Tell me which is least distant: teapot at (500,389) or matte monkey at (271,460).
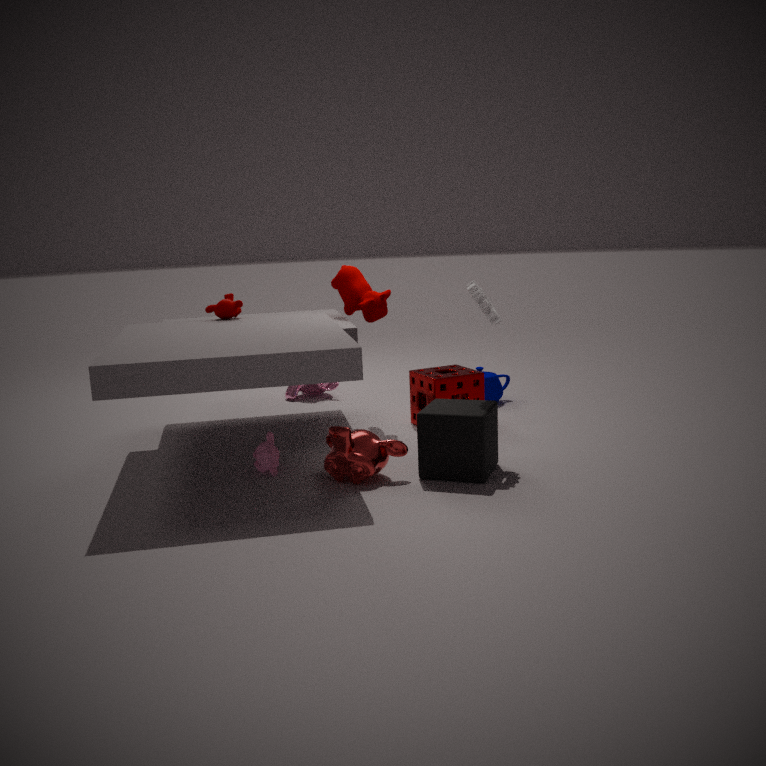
matte monkey at (271,460)
